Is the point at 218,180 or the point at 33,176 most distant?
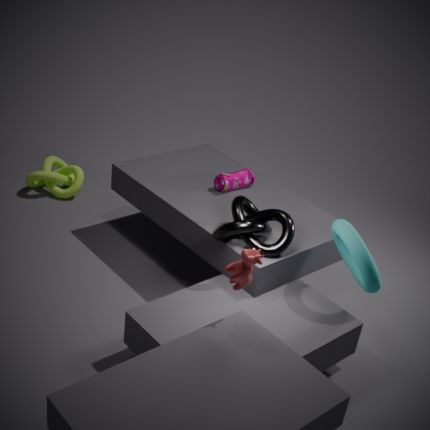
the point at 33,176
